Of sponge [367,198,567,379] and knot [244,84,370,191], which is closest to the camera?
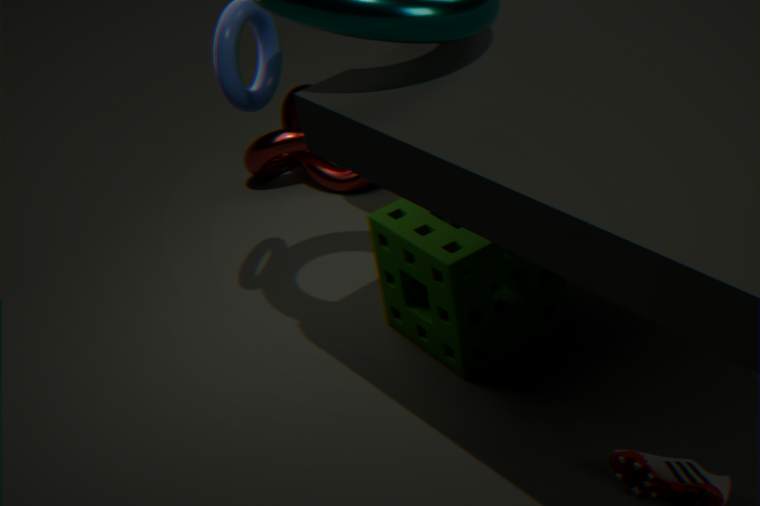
sponge [367,198,567,379]
